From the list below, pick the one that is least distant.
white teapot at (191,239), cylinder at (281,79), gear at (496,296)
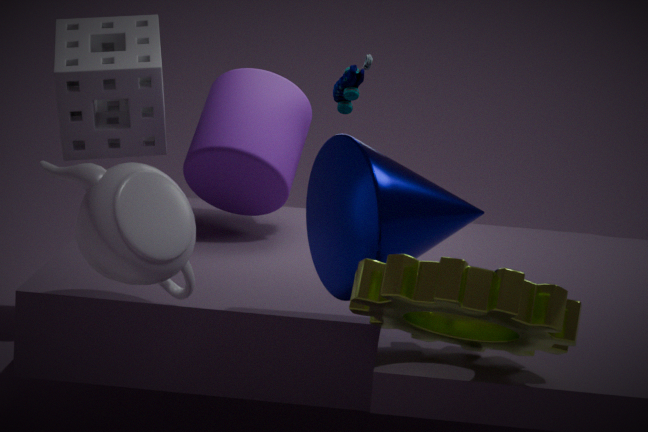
gear at (496,296)
